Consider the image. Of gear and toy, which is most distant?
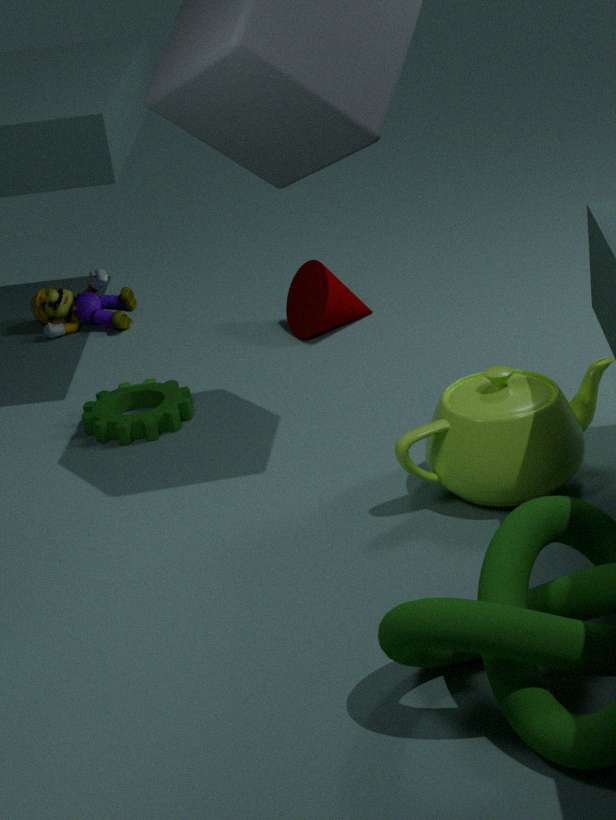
toy
